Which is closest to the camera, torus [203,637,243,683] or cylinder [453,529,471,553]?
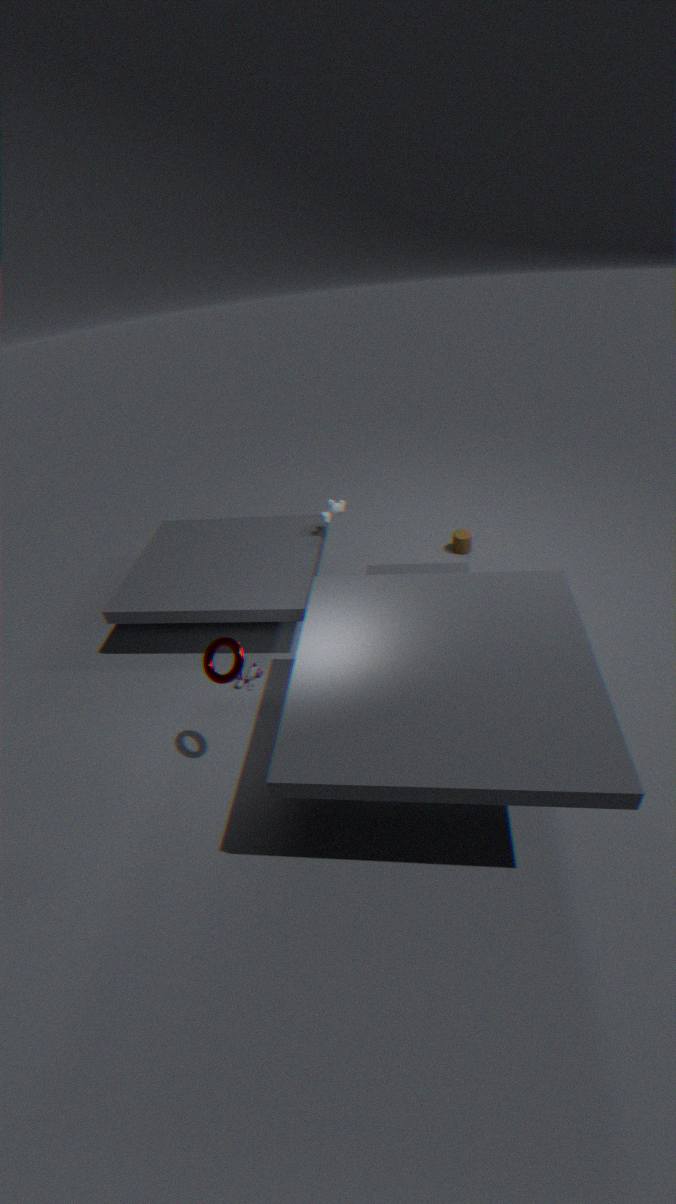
torus [203,637,243,683]
